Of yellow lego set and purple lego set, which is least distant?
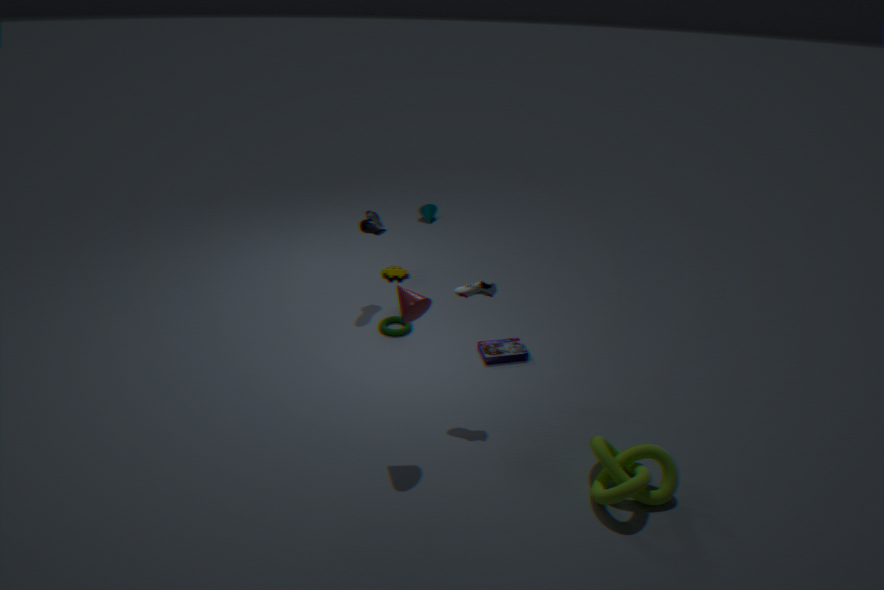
purple lego set
